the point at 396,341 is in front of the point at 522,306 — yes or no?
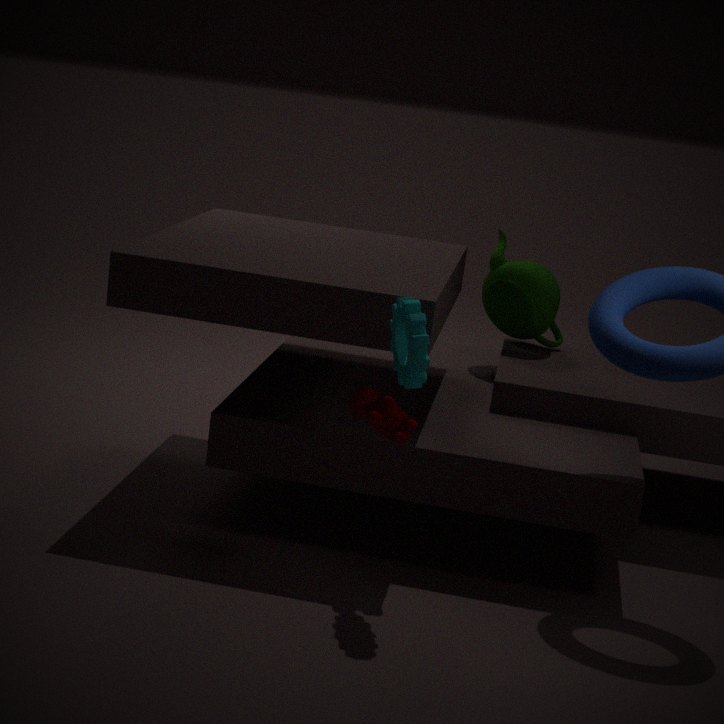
Yes
